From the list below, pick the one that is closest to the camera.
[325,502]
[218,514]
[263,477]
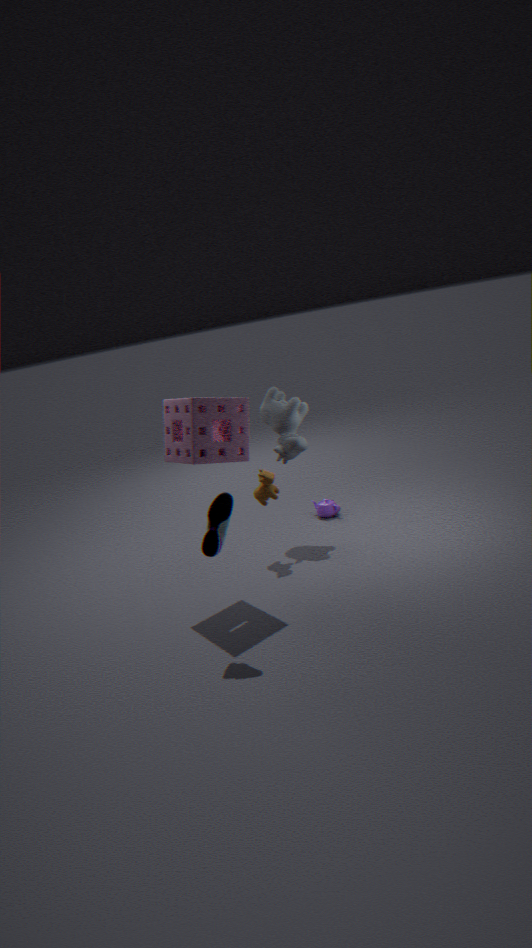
[218,514]
